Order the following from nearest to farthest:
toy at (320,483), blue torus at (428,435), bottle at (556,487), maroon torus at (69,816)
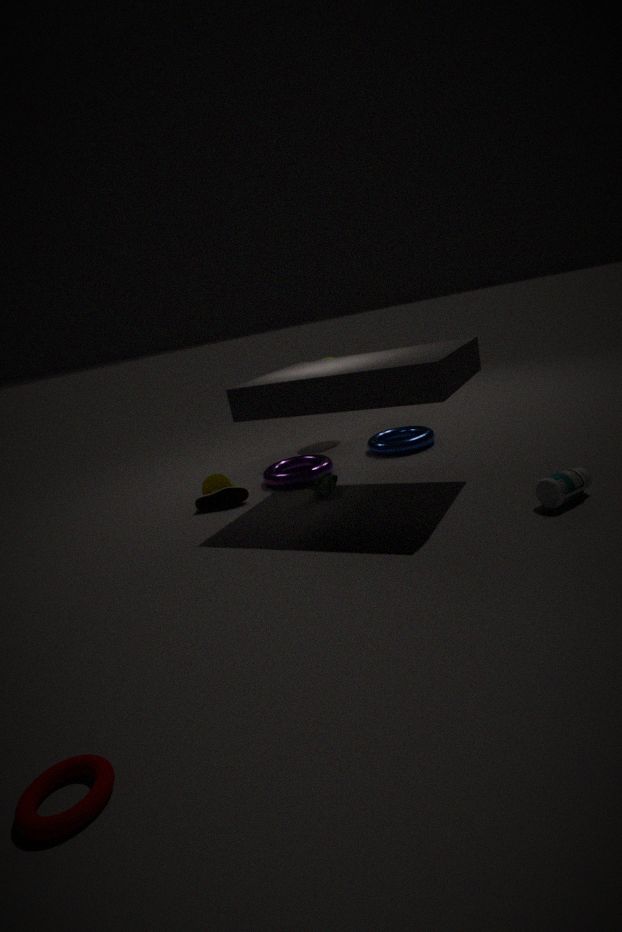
maroon torus at (69,816) < bottle at (556,487) < toy at (320,483) < blue torus at (428,435)
